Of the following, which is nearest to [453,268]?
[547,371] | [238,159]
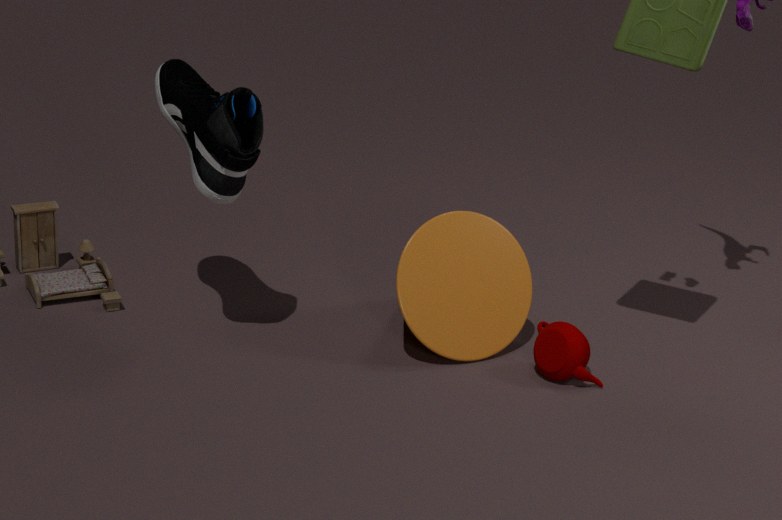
[547,371]
